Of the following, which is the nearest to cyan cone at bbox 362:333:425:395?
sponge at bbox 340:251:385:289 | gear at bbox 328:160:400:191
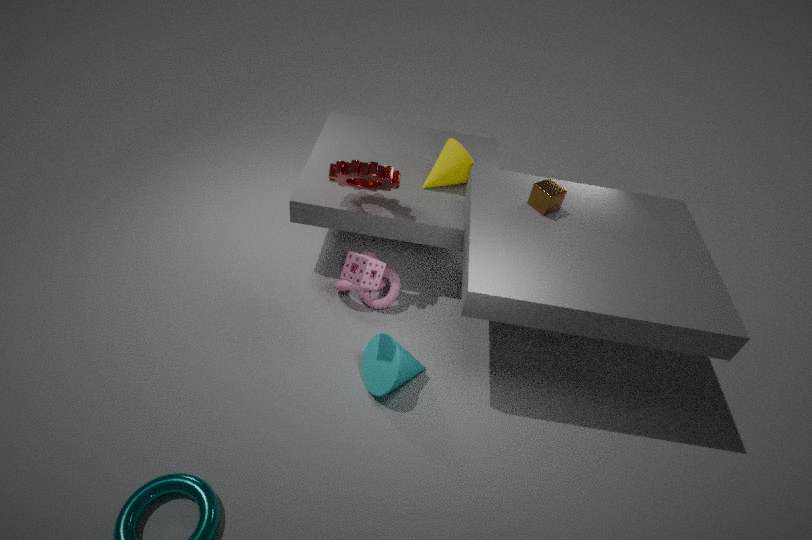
sponge at bbox 340:251:385:289
